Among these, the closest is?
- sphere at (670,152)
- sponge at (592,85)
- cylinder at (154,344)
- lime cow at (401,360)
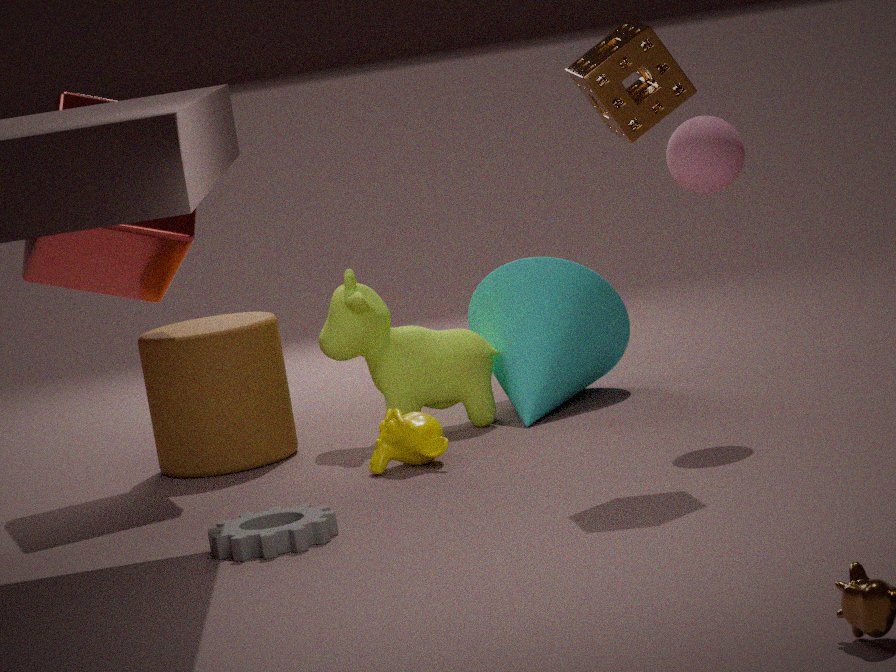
sponge at (592,85)
